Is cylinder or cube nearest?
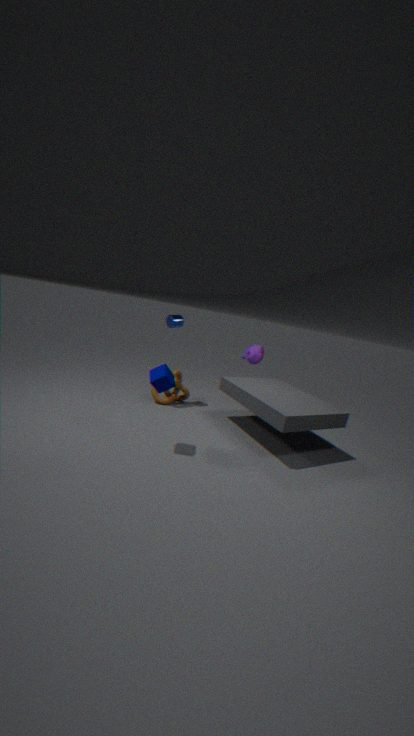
cube
